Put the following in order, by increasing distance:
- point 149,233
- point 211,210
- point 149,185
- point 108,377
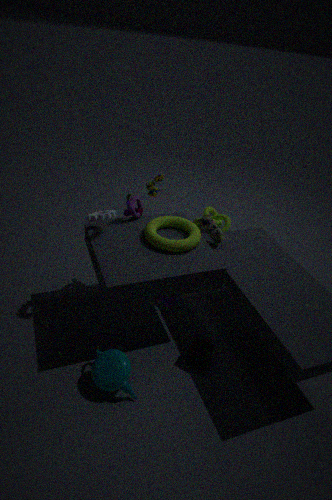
1. point 108,377
2. point 149,233
3. point 149,185
4. point 211,210
